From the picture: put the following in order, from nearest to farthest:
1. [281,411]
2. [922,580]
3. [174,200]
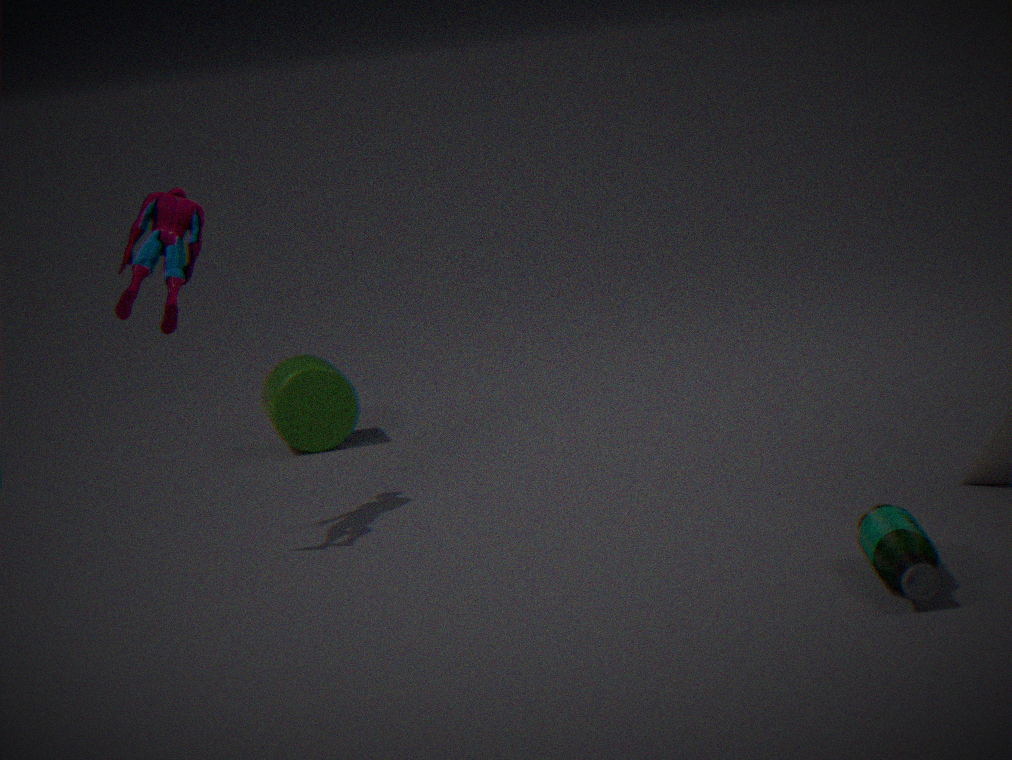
[922,580], [174,200], [281,411]
